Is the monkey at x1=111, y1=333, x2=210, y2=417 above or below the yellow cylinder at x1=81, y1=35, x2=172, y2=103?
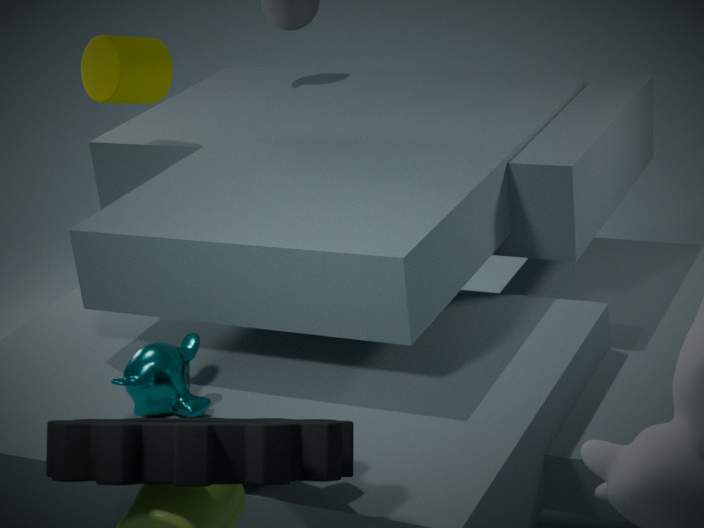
below
